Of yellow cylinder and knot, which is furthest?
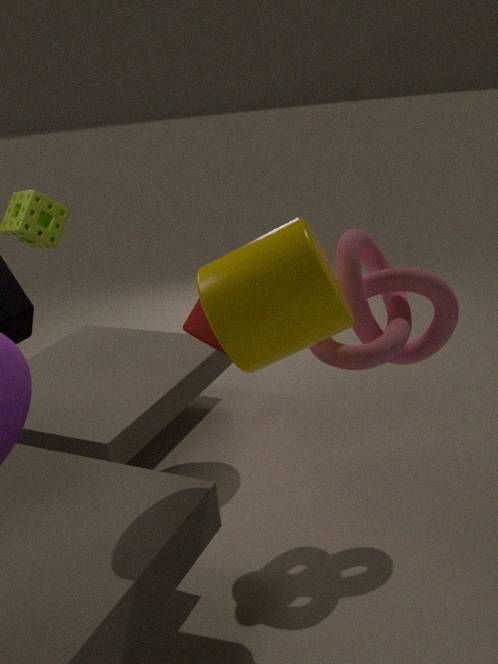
knot
